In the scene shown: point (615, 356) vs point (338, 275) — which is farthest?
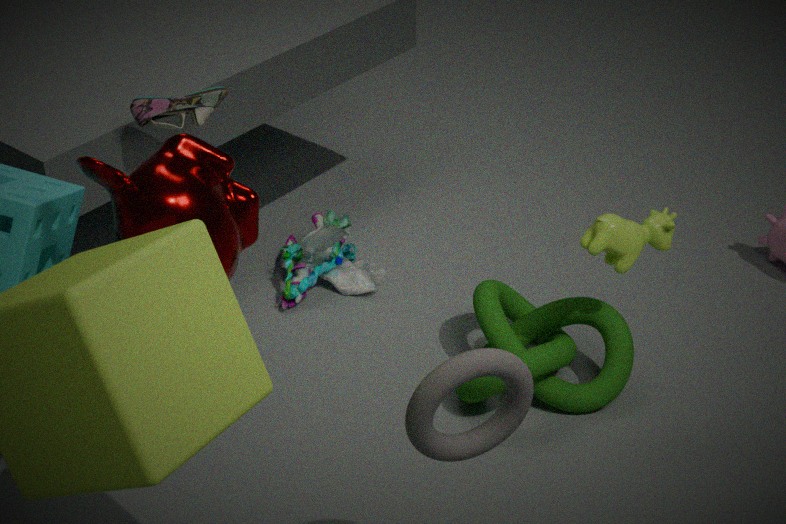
point (338, 275)
